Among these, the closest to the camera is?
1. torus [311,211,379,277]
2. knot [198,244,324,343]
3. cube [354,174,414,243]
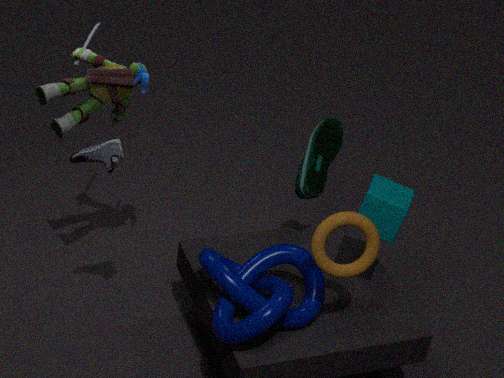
torus [311,211,379,277]
